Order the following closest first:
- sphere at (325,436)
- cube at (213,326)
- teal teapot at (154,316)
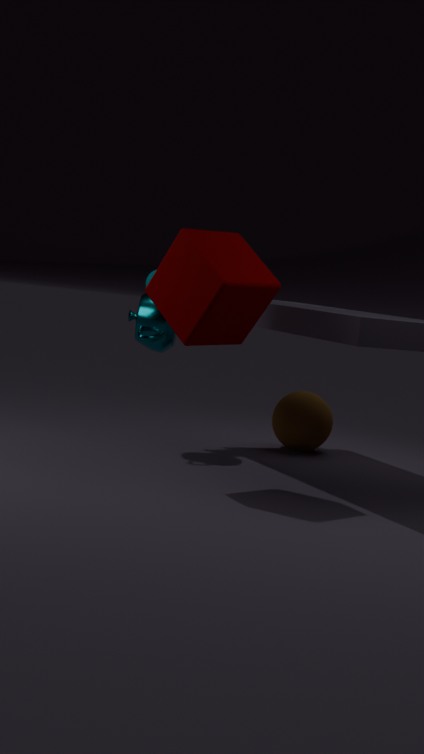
1. cube at (213,326)
2. teal teapot at (154,316)
3. sphere at (325,436)
